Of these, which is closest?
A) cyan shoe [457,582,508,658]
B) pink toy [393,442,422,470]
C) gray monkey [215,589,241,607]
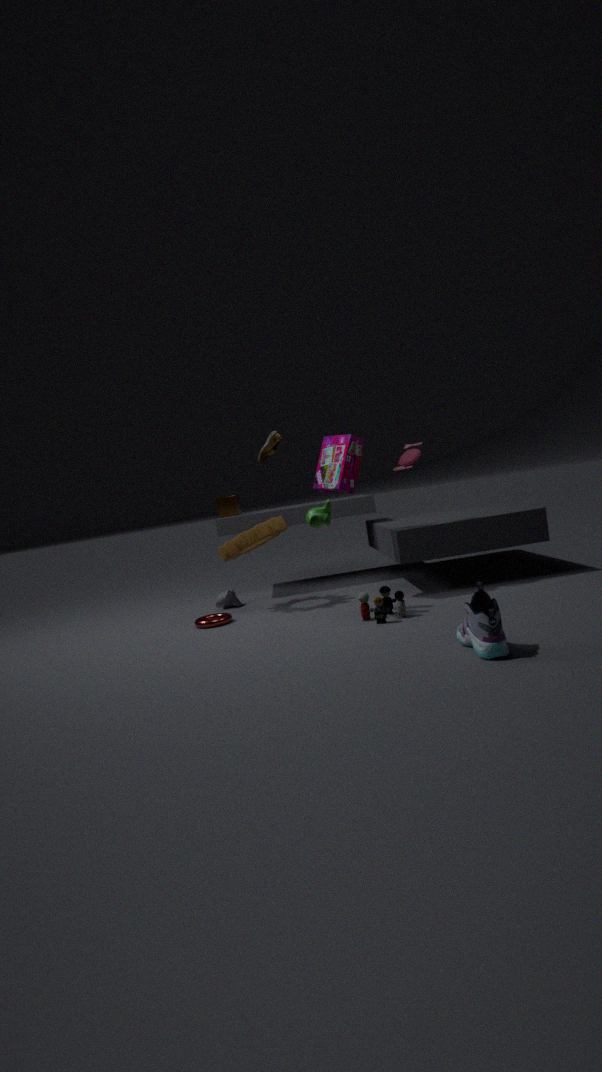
A. cyan shoe [457,582,508,658]
